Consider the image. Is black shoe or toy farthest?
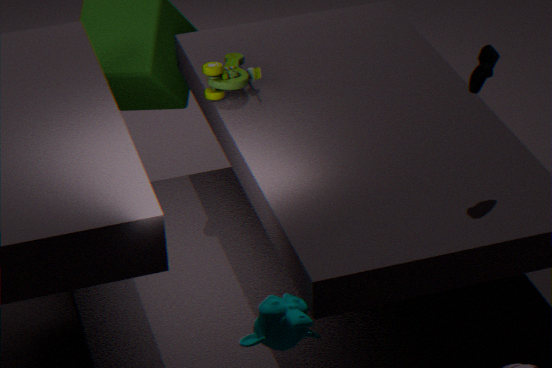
toy
